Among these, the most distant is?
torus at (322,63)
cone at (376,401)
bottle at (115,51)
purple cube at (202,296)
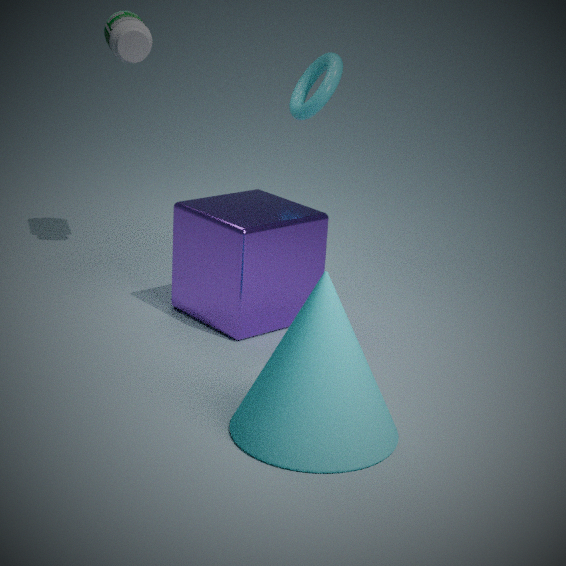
torus at (322,63)
